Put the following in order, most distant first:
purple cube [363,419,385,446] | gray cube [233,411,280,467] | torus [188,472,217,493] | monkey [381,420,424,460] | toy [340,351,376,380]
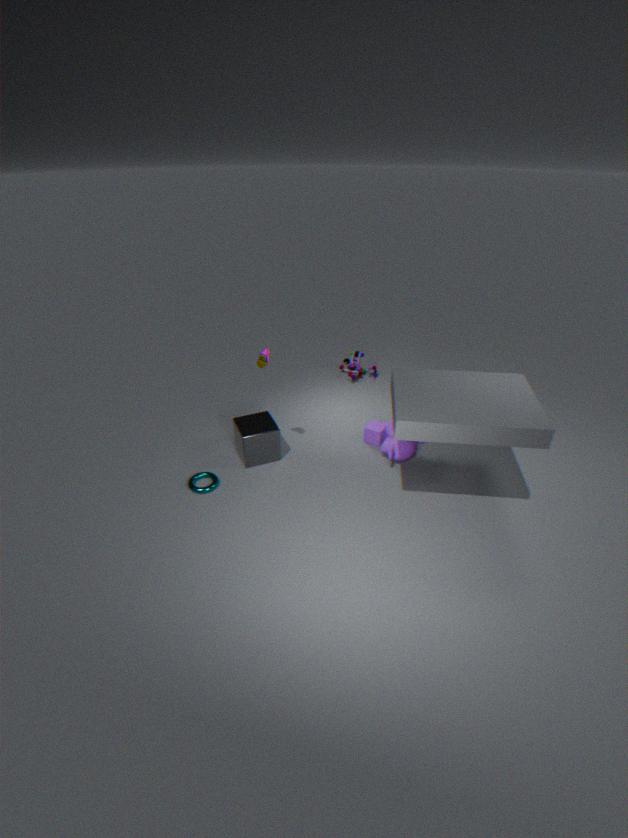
1. toy [340,351,376,380]
2. purple cube [363,419,385,446]
3. monkey [381,420,424,460]
4. gray cube [233,411,280,467]
5. torus [188,472,217,493]
